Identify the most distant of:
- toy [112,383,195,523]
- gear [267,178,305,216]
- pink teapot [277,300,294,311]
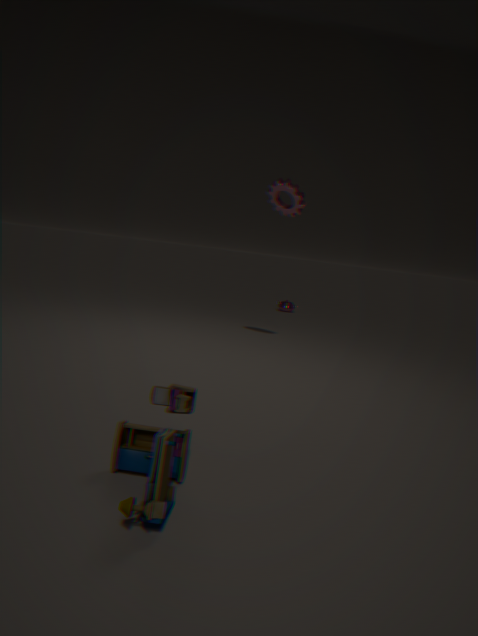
pink teapot [277,300,294,311]
